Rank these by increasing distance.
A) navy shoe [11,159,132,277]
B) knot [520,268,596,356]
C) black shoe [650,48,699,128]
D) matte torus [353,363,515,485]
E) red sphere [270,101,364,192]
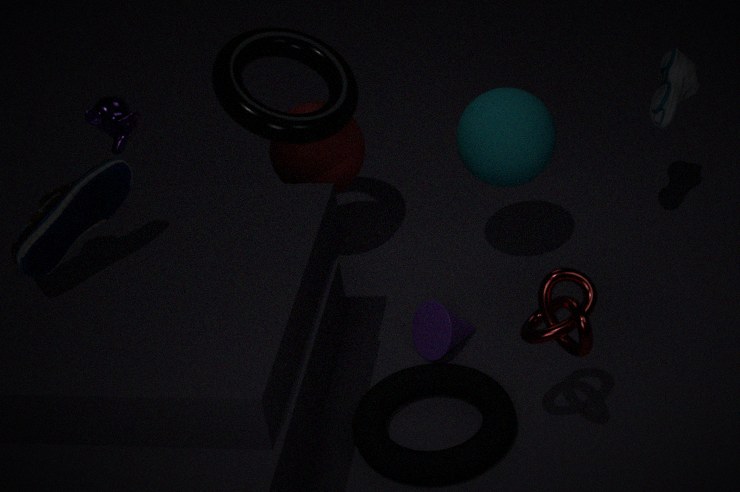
B. knot [520,268,596,356] < A. navy shoe [11,159,132,277] < D. matte torus [353,363,515,485] < C. black shoe [650,48,699,128] < E. red sphere [270,101,364,192]
